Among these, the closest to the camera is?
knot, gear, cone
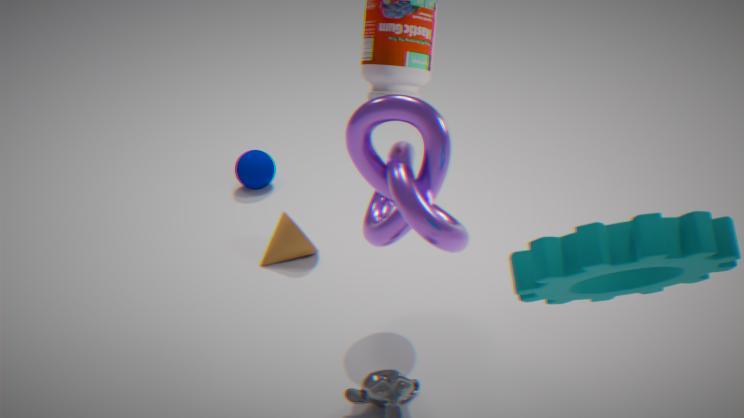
gear
